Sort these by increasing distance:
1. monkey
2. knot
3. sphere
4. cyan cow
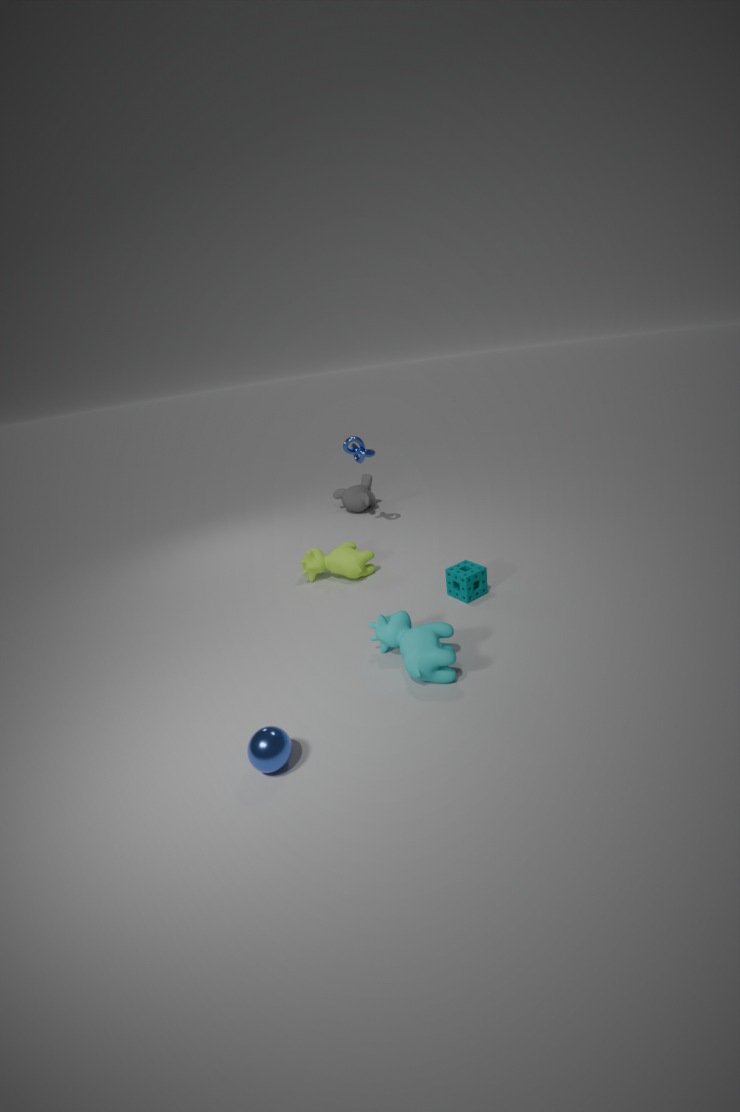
sphere
cyan cow
knot
monkey
